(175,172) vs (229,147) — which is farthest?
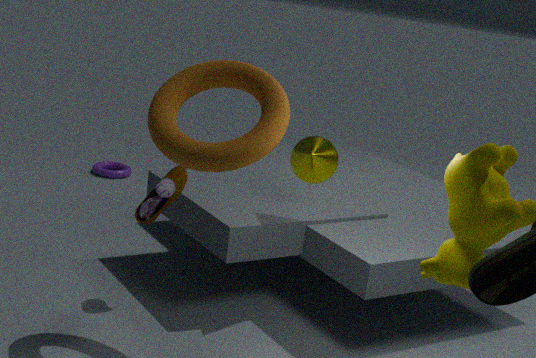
(175,172)
